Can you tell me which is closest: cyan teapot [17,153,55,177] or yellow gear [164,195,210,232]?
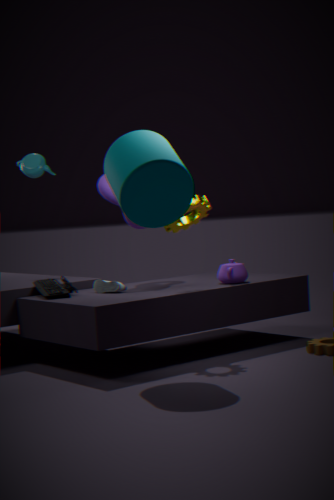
yellow gear [164,195,210,232]
